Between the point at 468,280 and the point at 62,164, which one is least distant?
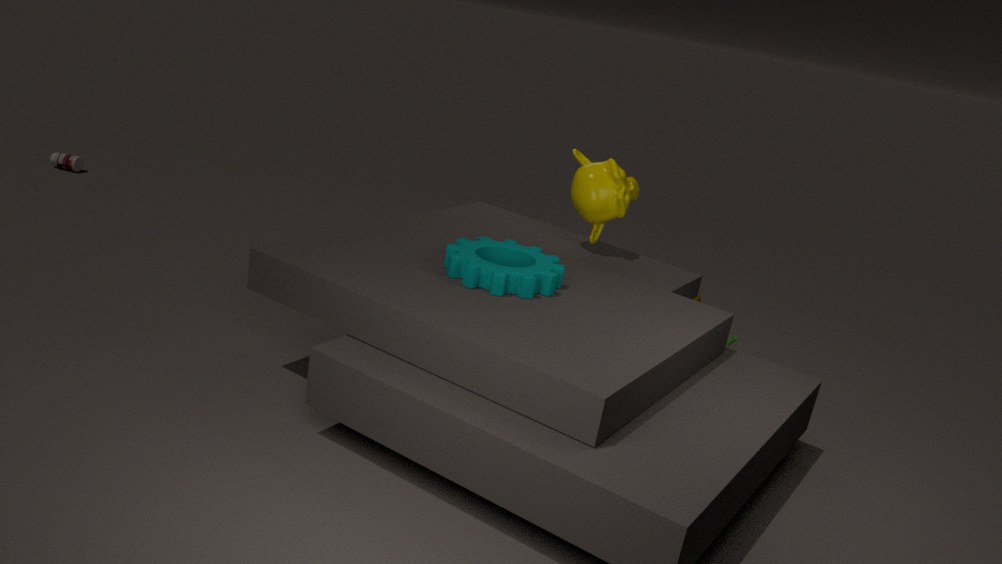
the point at 468,280
